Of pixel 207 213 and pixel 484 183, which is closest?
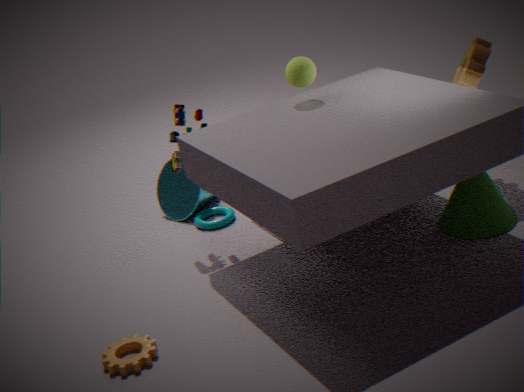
pixel 484 183
